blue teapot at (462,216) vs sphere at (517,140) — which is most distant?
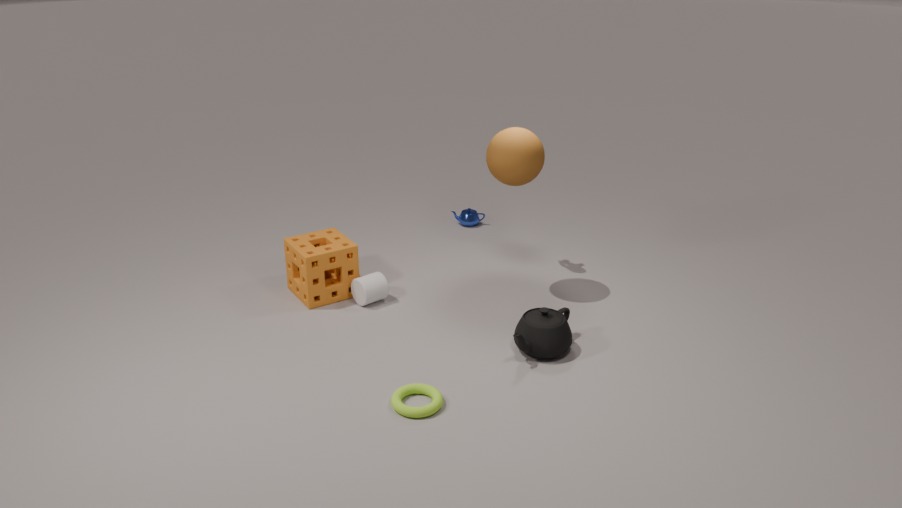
blue teapot at (462,216)
